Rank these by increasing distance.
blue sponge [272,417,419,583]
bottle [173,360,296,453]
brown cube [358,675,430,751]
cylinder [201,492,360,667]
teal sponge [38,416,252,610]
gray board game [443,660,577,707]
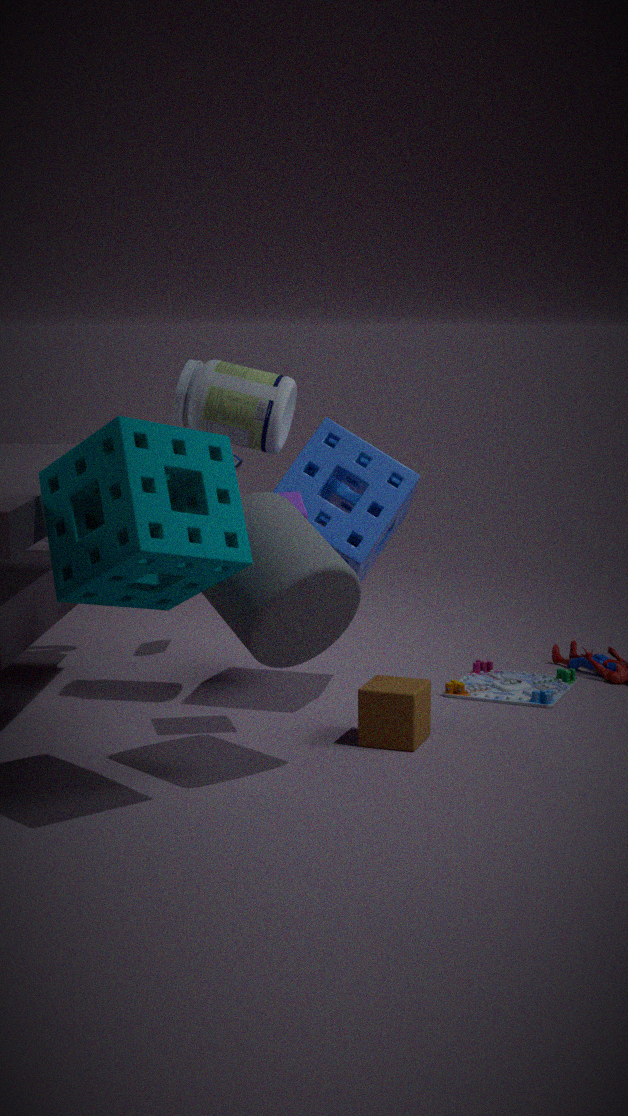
teal sponge [38,416,252,610]
cylinder [201,492,360,667]
brown cube [358,675,430,751]
bottle [173,360,296,453]
blue sponge [272,417,419,583]
gray board game [443,660,577,707]
